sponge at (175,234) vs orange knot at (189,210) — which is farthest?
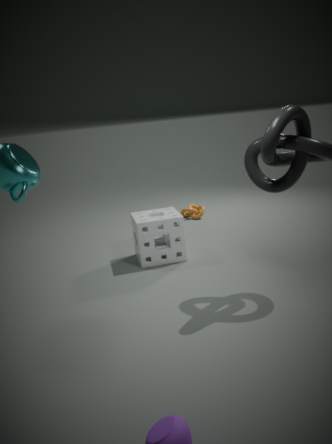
orange knot at (189,210)
